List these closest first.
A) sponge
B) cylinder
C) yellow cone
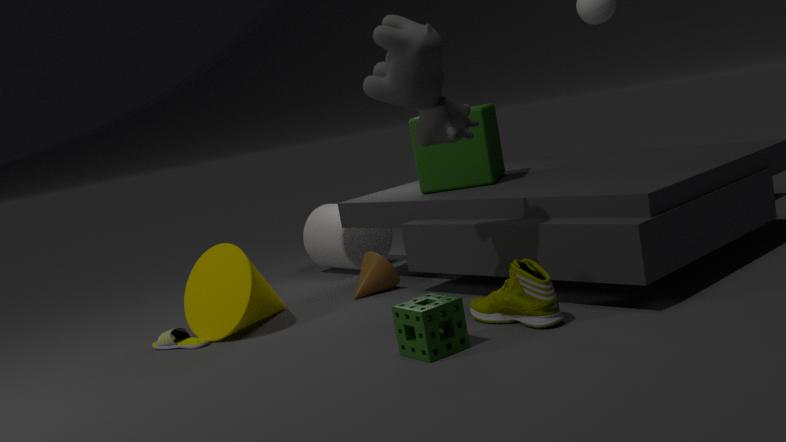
sponge → yellow cone → cylinder
